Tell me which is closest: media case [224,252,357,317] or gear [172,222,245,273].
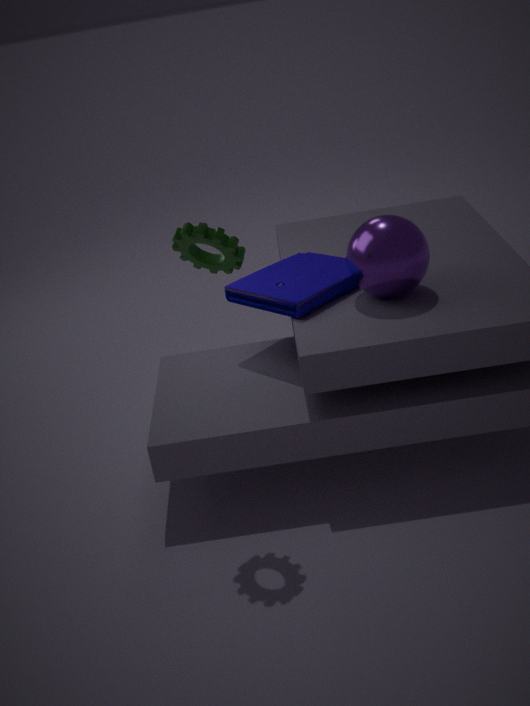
gear [172,222,245,273]
